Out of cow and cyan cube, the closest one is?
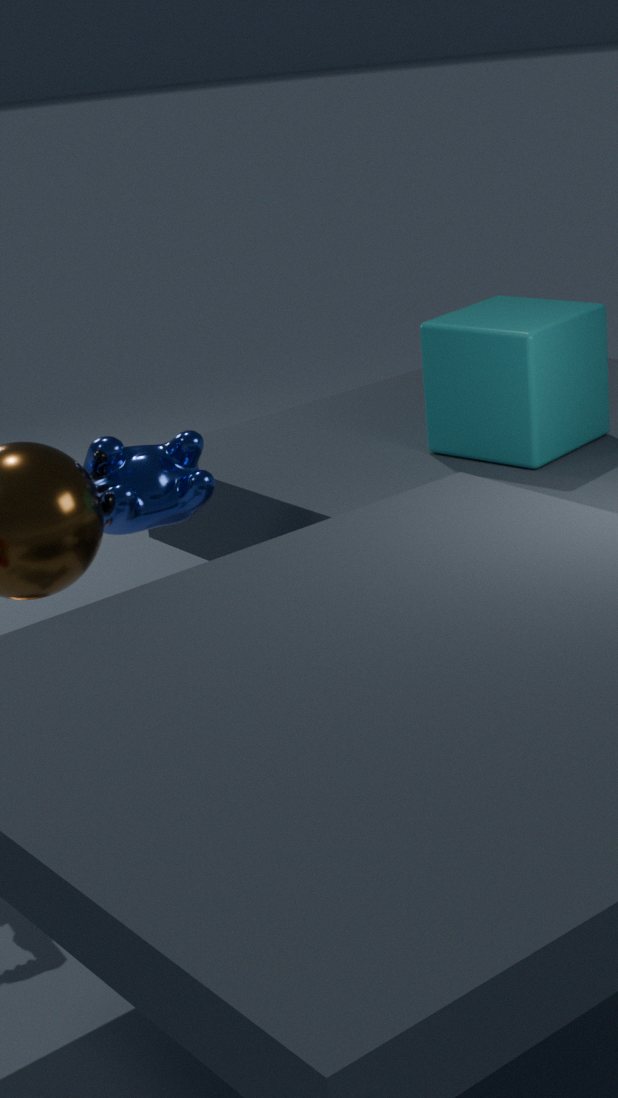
cow
